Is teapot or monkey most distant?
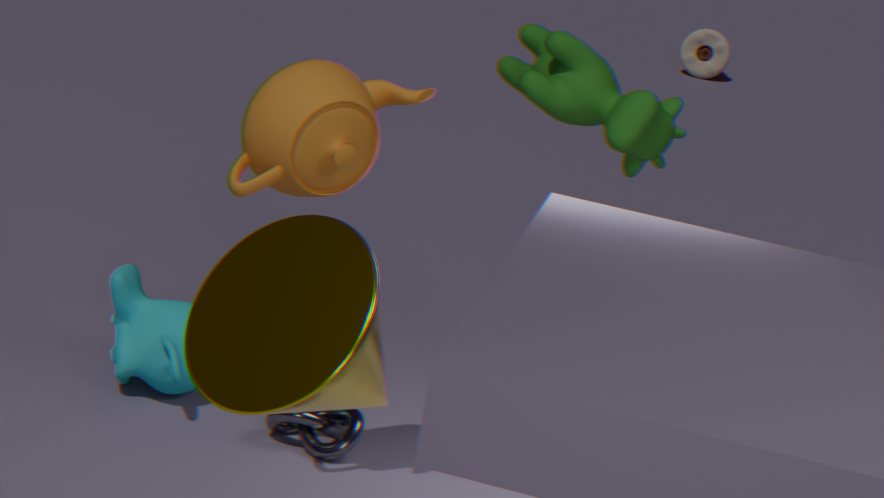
monkey
